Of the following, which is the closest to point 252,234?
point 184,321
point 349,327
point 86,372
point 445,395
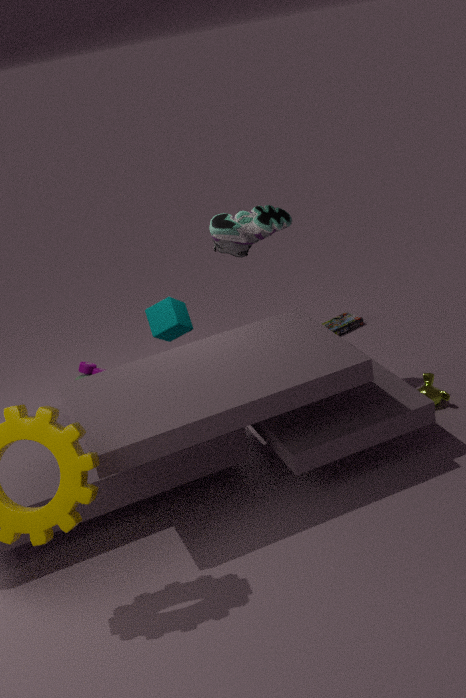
point 184,321
